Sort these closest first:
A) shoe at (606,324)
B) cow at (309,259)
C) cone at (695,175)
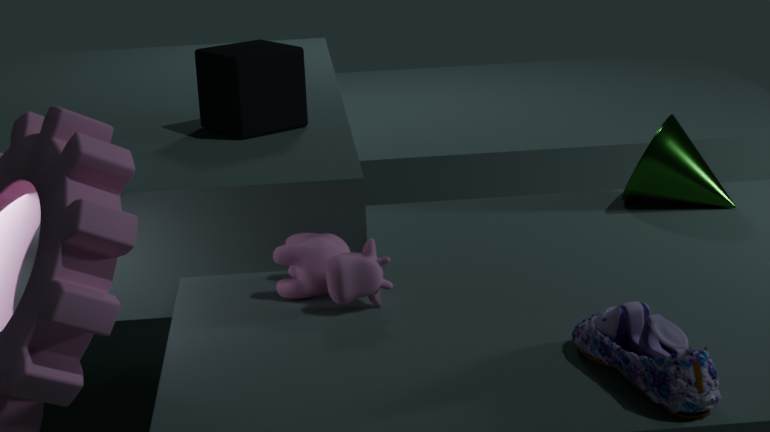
A. shoe at (606,324) → B. cow at (309,259) → C. cone at (695,175)
